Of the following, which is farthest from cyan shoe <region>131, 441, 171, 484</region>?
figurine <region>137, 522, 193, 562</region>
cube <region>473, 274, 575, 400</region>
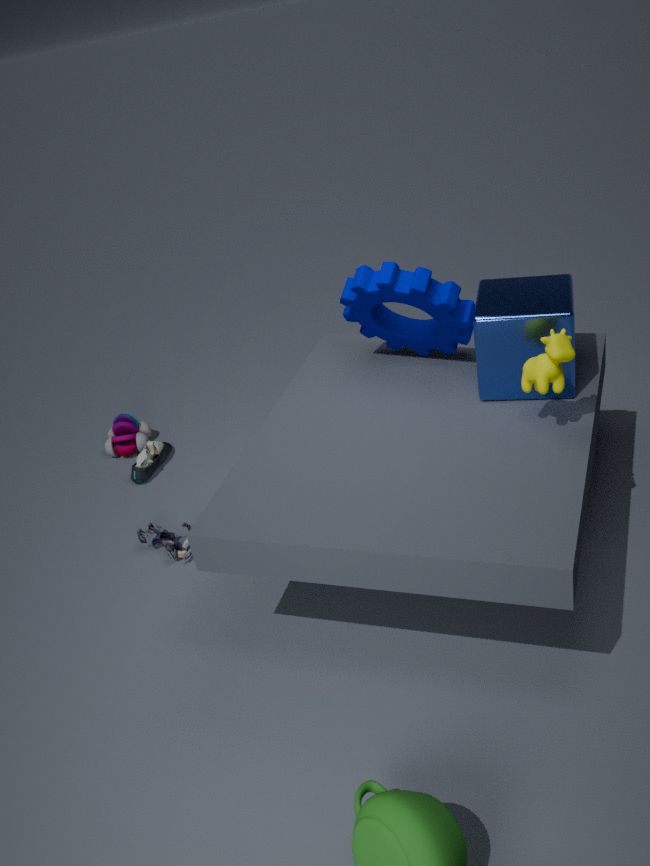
cube <region>473, 274, 575, 400</region>
